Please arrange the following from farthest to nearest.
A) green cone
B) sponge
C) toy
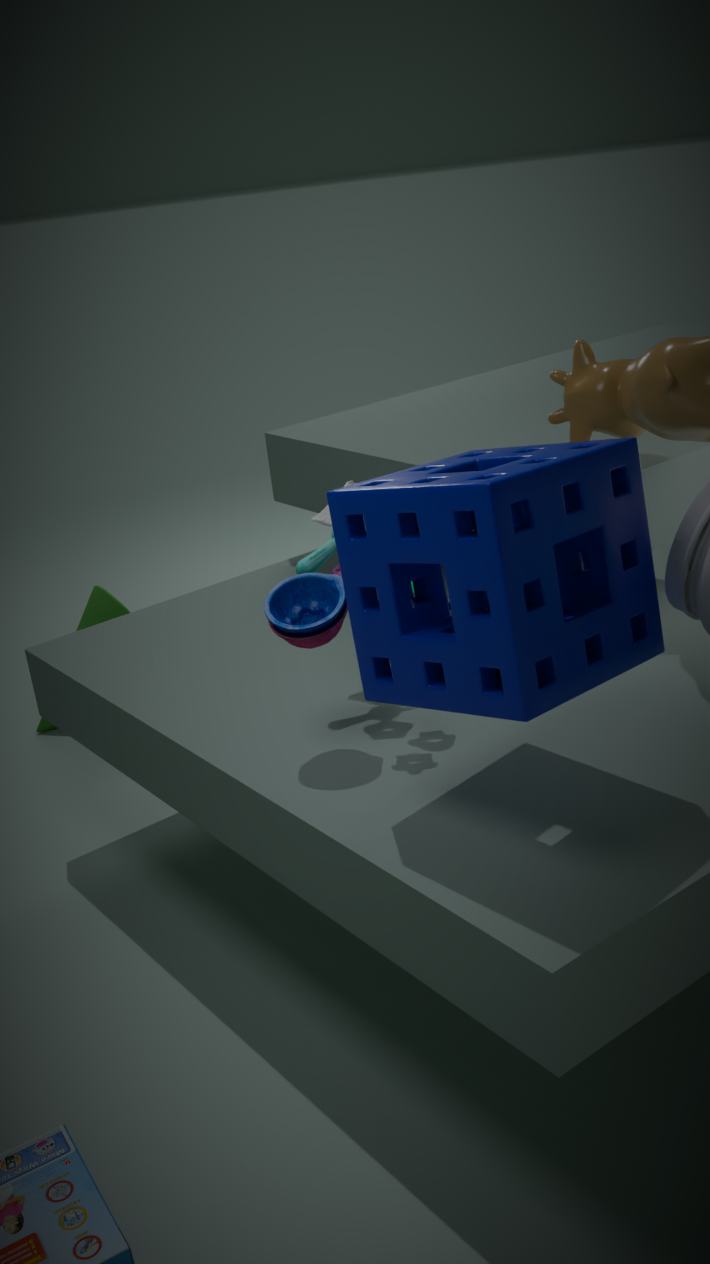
1. green cone
2. toy
3. sponge
